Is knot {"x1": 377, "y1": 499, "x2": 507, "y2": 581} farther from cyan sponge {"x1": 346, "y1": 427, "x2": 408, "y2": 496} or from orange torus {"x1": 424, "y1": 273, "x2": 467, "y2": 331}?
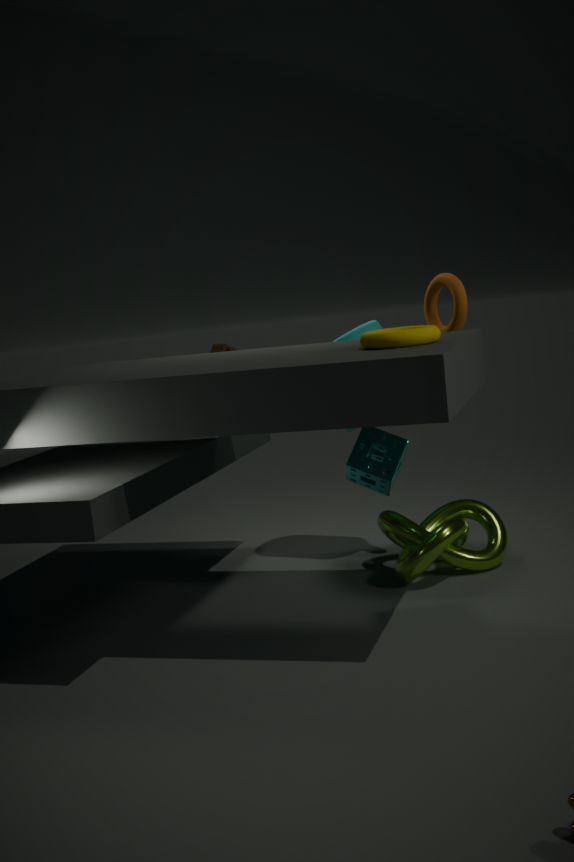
orange torus {"x1": 424, "y1": 273, "x2": 467, "y2": 331}
